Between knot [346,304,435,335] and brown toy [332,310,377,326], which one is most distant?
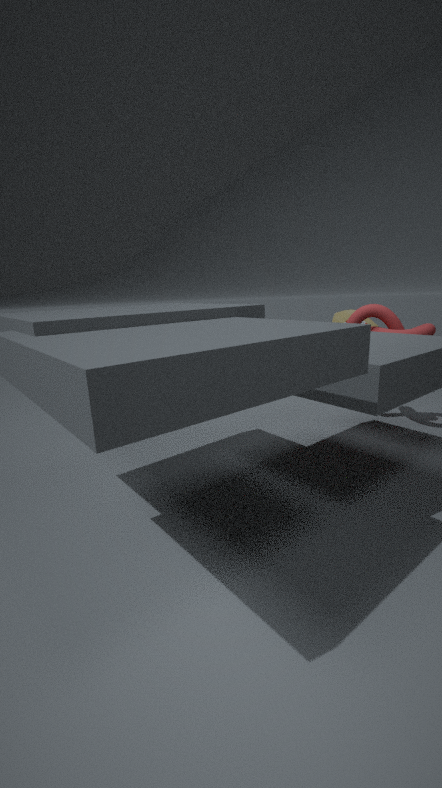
brown toy [332,310,377,326]
